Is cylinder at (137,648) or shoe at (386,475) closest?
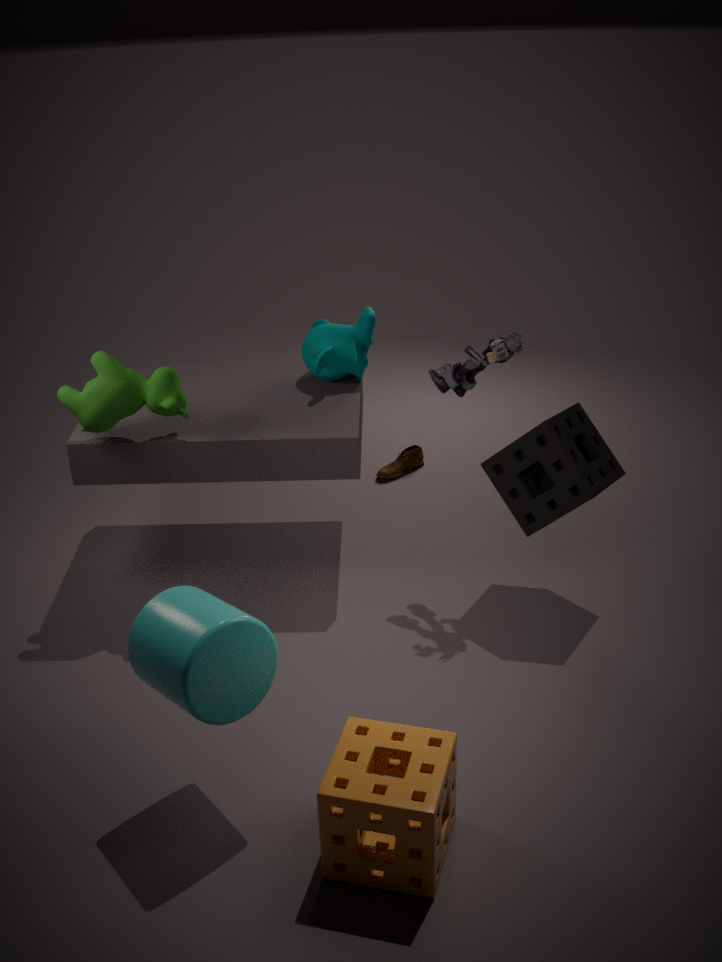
cylinder at (137,648)
